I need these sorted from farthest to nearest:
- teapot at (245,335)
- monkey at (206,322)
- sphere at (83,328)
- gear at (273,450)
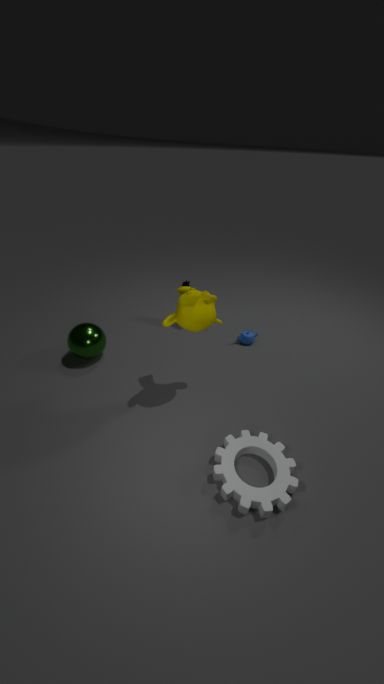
teapot at (245,335), sphere at (83,328), monkey at (206,322), gear at (273,450)
